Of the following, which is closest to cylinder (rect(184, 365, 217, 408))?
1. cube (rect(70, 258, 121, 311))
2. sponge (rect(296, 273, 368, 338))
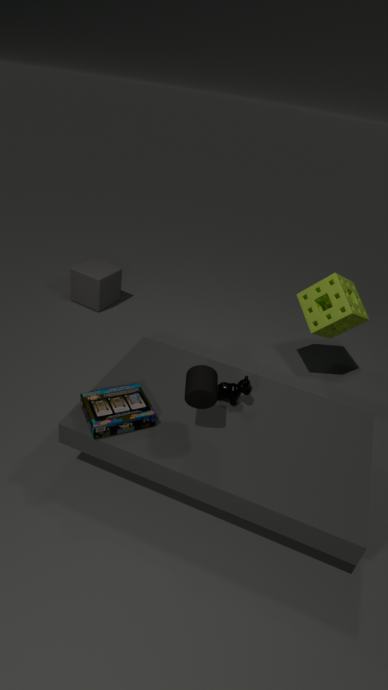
sponge (rect(296, 273, 368, 338))
